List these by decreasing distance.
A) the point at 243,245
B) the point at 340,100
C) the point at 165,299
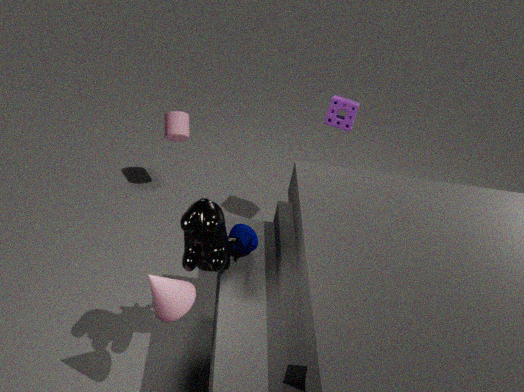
the point at 340,100
the point at 243,245
the point at 165,299
